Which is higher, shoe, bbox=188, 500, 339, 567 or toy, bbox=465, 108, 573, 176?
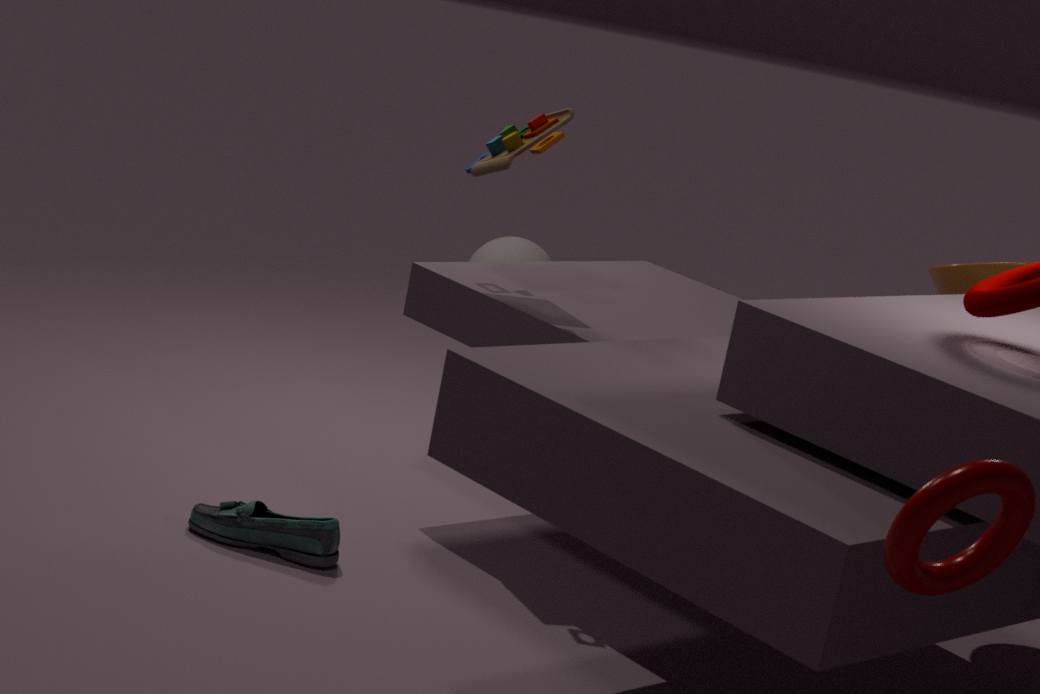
toy, bbox=465, 108, 573, 176
